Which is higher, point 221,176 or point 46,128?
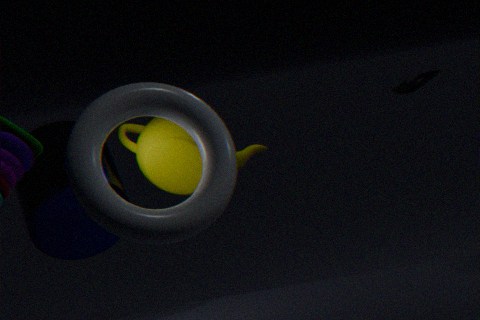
point 221,176
